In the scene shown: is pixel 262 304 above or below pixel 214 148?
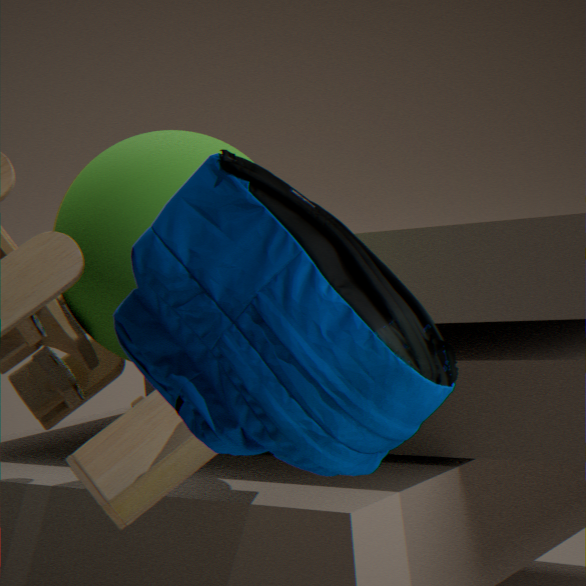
below
